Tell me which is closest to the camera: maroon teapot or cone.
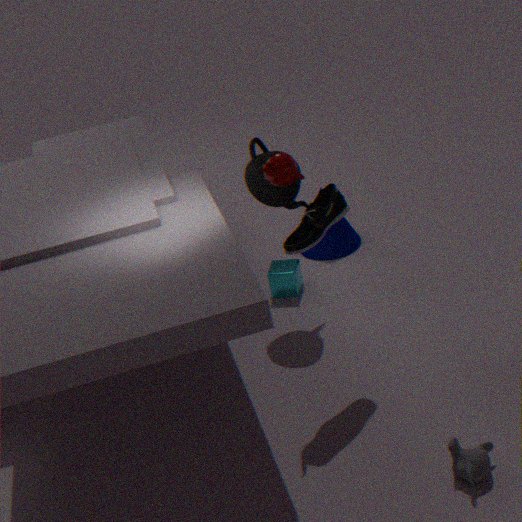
maroon teapot
